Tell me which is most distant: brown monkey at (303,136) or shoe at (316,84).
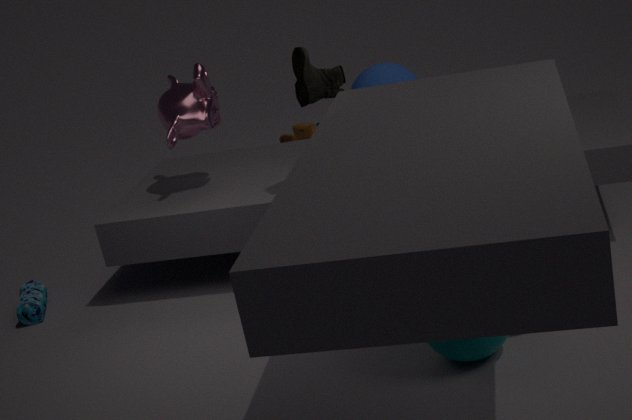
brown monkey at (303,136)
